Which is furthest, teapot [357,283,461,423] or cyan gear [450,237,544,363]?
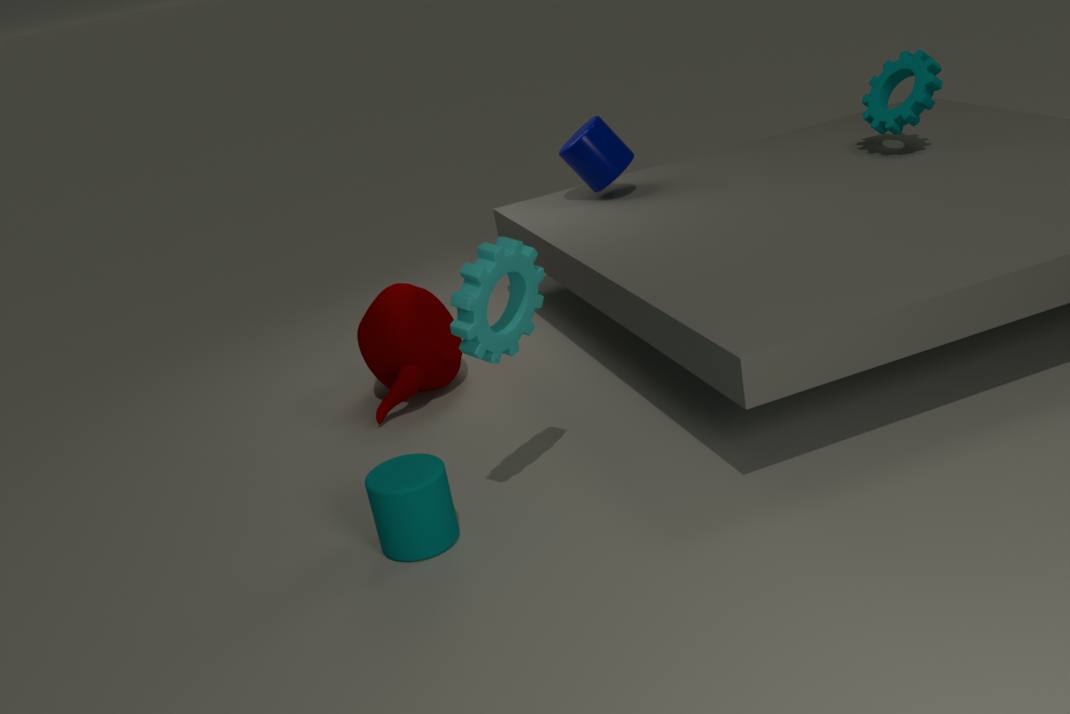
teapot [357,283,461,423]
